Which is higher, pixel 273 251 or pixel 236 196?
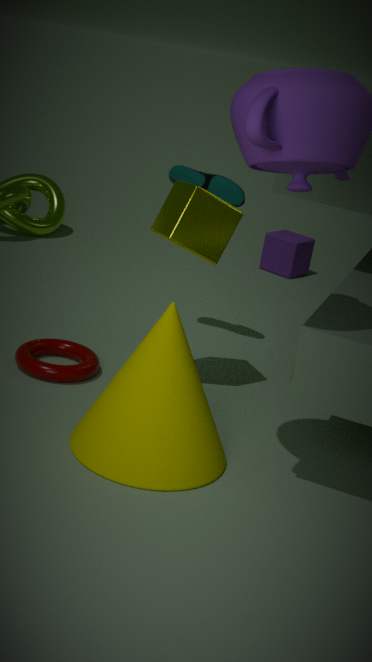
pixel 236 196
